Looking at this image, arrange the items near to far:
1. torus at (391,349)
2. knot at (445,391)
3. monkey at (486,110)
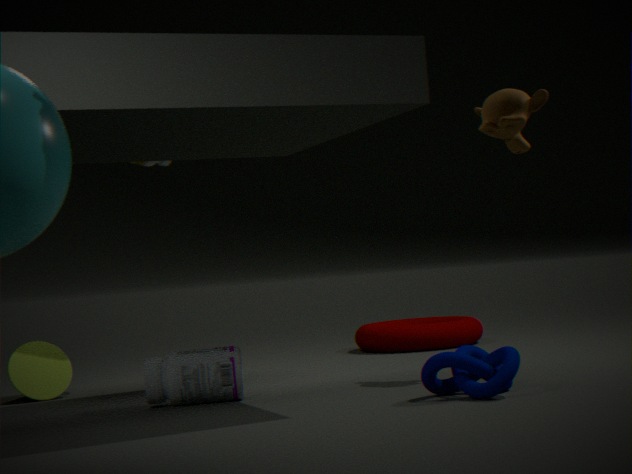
1. knot at (445,391)
2. monkey at (486,110)
3. torus at (391,349)
